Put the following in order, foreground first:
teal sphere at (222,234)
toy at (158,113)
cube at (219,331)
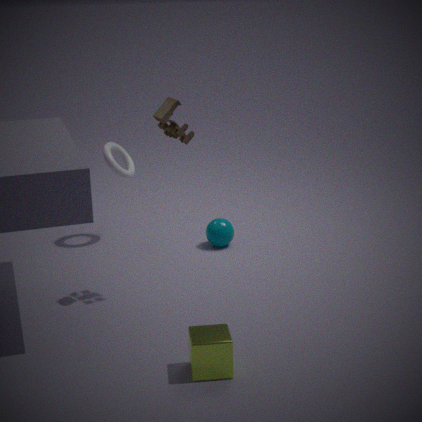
cube at (219,331), toy at (158,113), teal sphere at (222,234)
